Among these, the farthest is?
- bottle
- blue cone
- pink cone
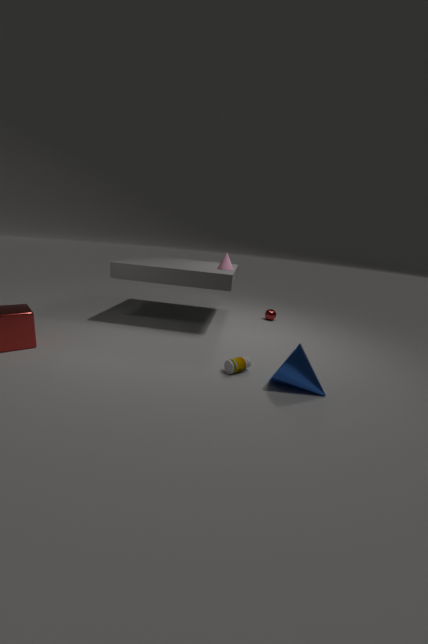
pink cone
